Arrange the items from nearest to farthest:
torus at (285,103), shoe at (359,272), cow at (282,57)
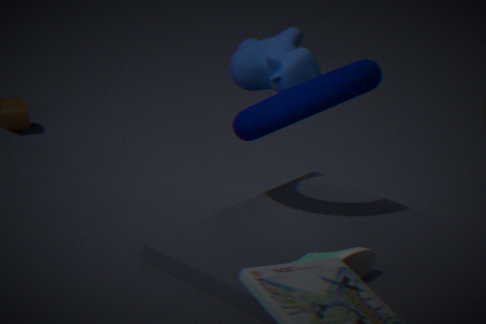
shoe at (359,272), torus at (285,103), cow at (282,57)
